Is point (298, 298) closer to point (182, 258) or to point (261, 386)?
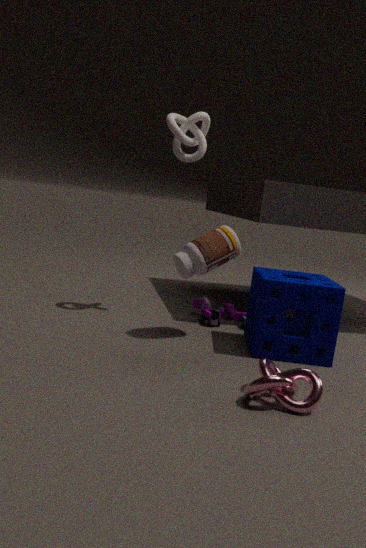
point (182, 258)
